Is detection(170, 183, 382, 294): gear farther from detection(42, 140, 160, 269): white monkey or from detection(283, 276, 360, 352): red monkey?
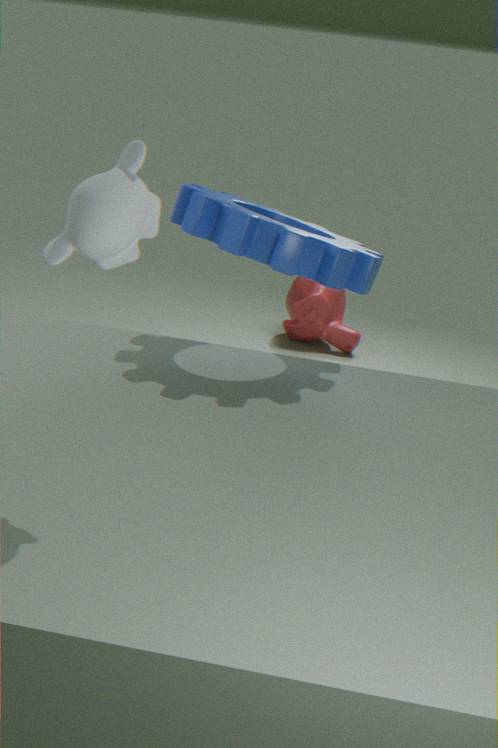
detection(283, 276, 360, 352): red monkey
